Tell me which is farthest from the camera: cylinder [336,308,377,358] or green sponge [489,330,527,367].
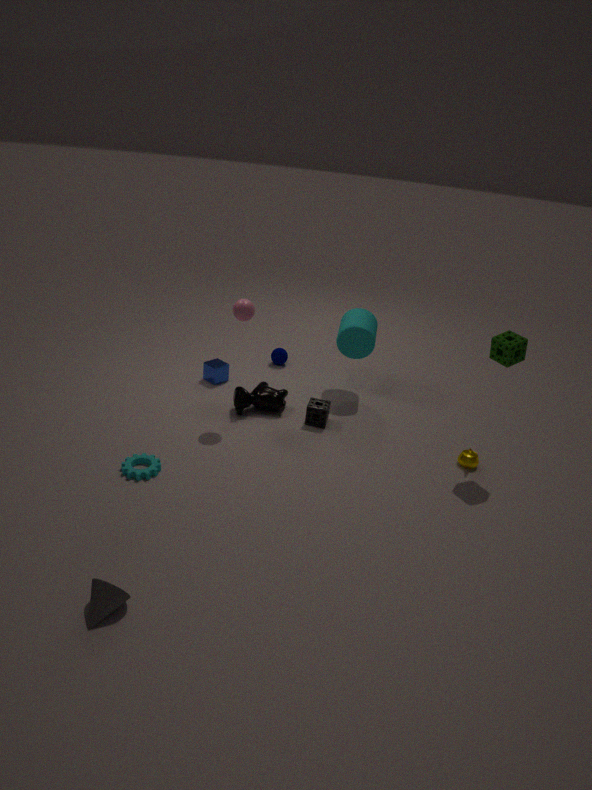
cylinder [336,308,377,358]
